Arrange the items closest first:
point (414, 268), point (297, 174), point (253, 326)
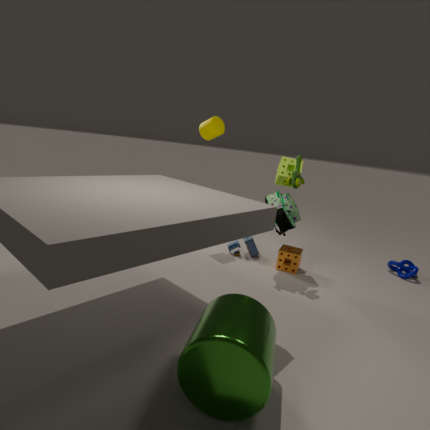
1. point (253, 326)
2. point (297, 174)
3. point (414, 268)
